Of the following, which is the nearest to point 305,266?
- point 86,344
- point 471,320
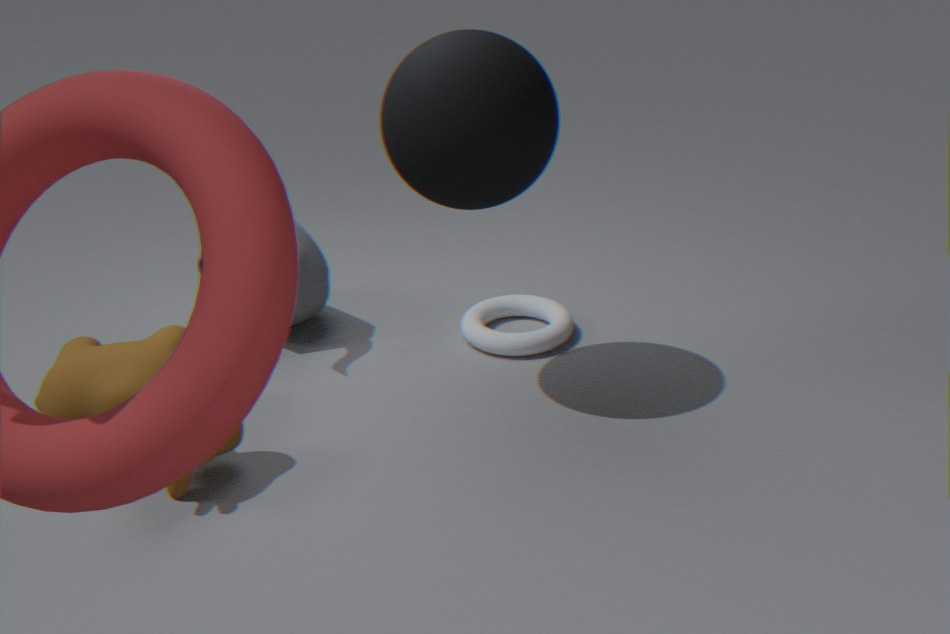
point 86,344
